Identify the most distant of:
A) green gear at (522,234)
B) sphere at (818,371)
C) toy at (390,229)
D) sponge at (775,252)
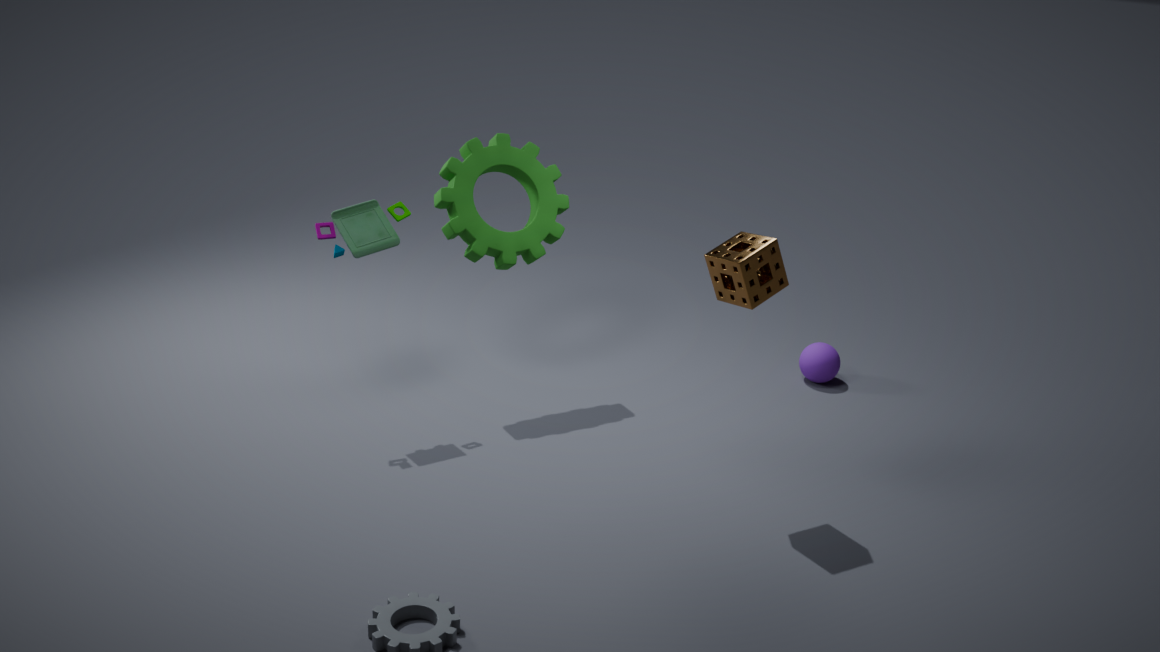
sphere at (818,371)
